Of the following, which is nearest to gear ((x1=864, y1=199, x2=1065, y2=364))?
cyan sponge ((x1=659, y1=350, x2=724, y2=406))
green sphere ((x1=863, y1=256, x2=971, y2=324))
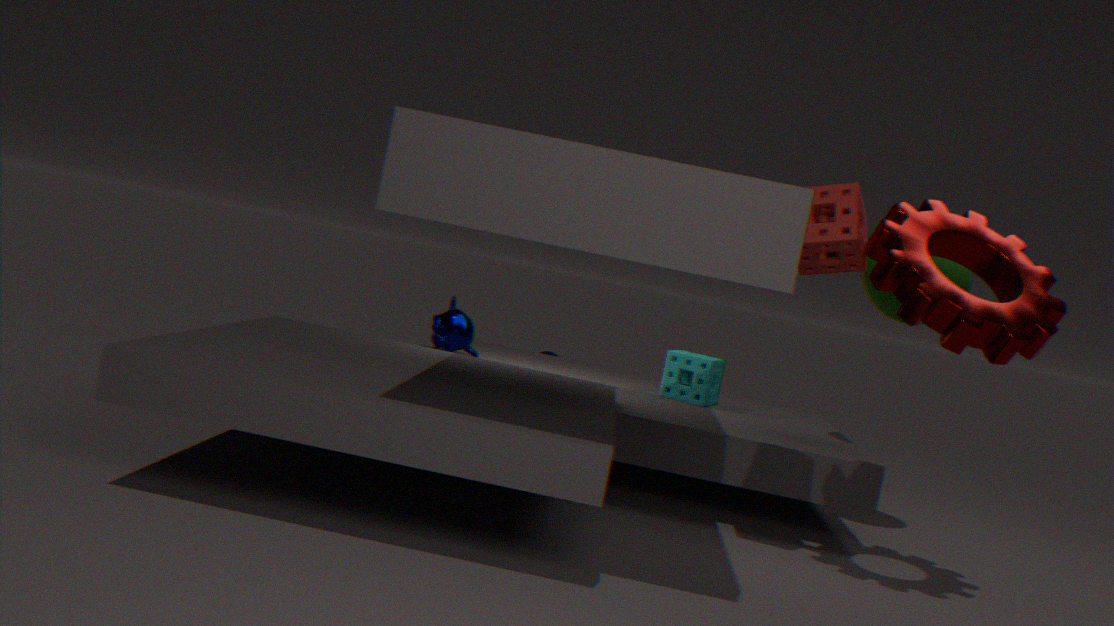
green sphere ((x1=863, y1=256, x2=971, y2=324))
